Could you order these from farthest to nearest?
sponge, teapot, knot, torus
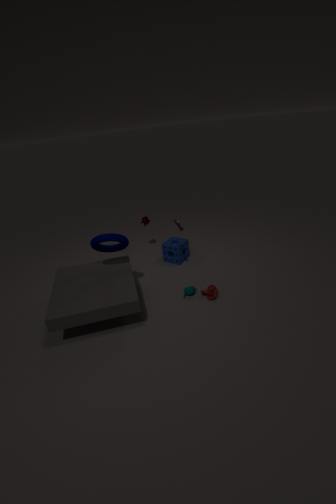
sponge < teapot < knot < torus
